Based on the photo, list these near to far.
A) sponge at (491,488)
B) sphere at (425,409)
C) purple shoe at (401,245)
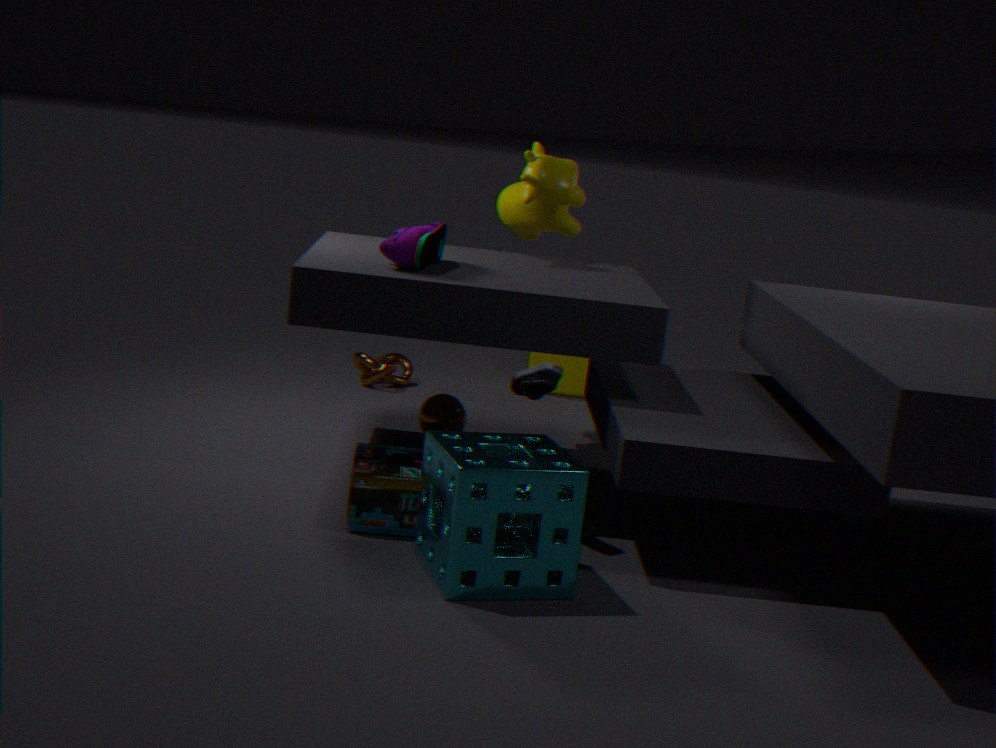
sponge at (491,488) < purple shoe at (401,245) < sphere at (425,409)
